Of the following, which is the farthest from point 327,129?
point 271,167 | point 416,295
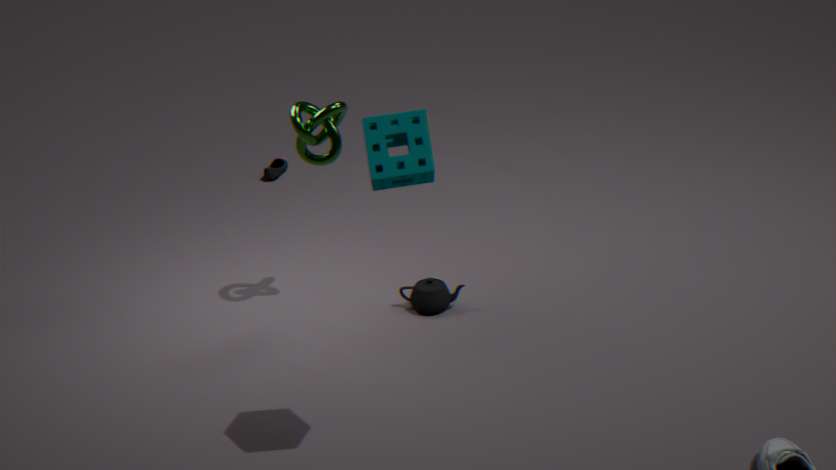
point 271,167
